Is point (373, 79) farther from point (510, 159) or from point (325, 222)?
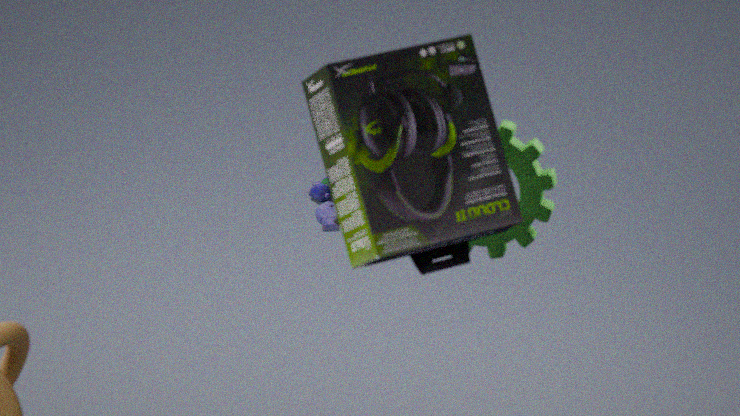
point (325, 222)
